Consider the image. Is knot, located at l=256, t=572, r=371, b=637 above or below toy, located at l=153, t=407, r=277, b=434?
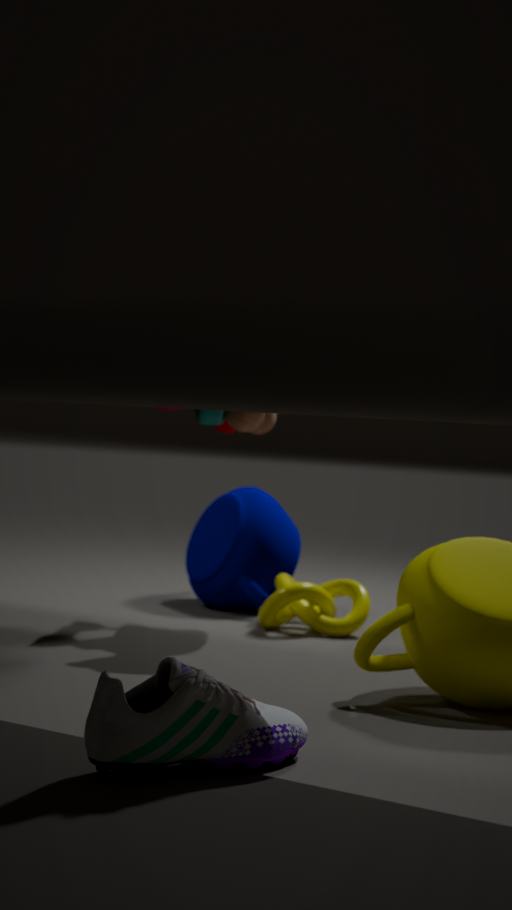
below
